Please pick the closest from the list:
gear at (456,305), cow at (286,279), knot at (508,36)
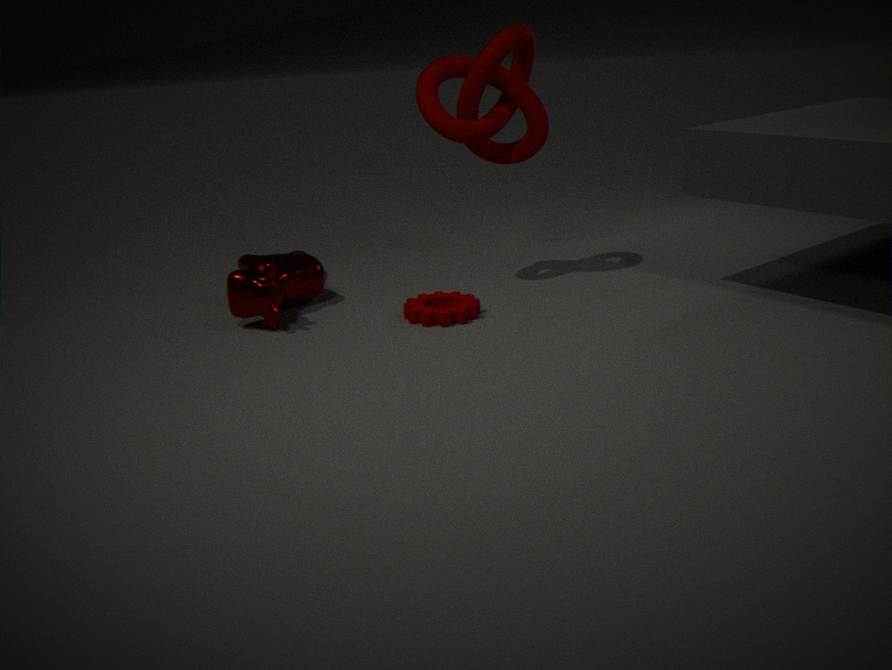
cow at (286,279)
